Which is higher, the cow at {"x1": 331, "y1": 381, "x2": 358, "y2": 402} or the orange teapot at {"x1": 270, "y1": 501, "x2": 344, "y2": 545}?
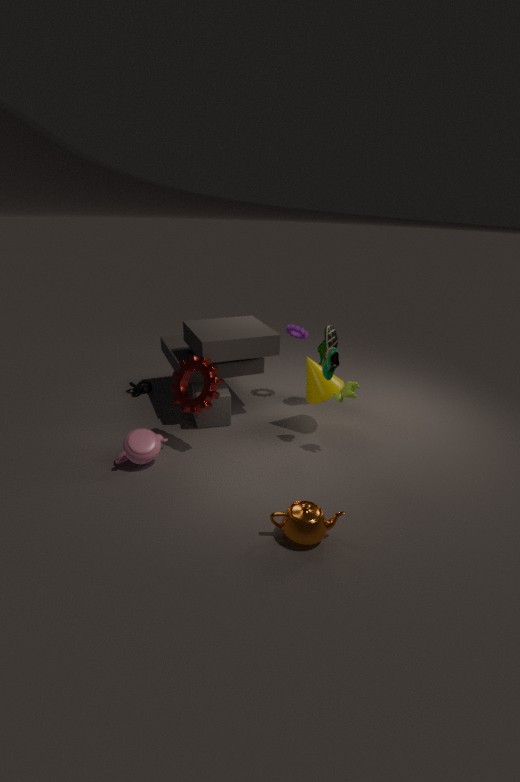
the cow at {"x1": 331, "y1": 381, "x2": 358, "y2": 402}
